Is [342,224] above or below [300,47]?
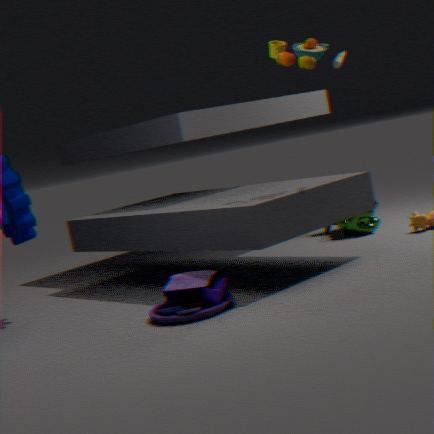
below
